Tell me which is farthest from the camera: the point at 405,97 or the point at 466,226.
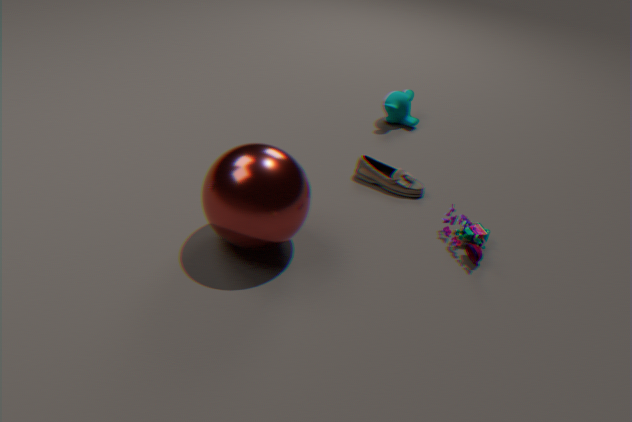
the point at 405,97
